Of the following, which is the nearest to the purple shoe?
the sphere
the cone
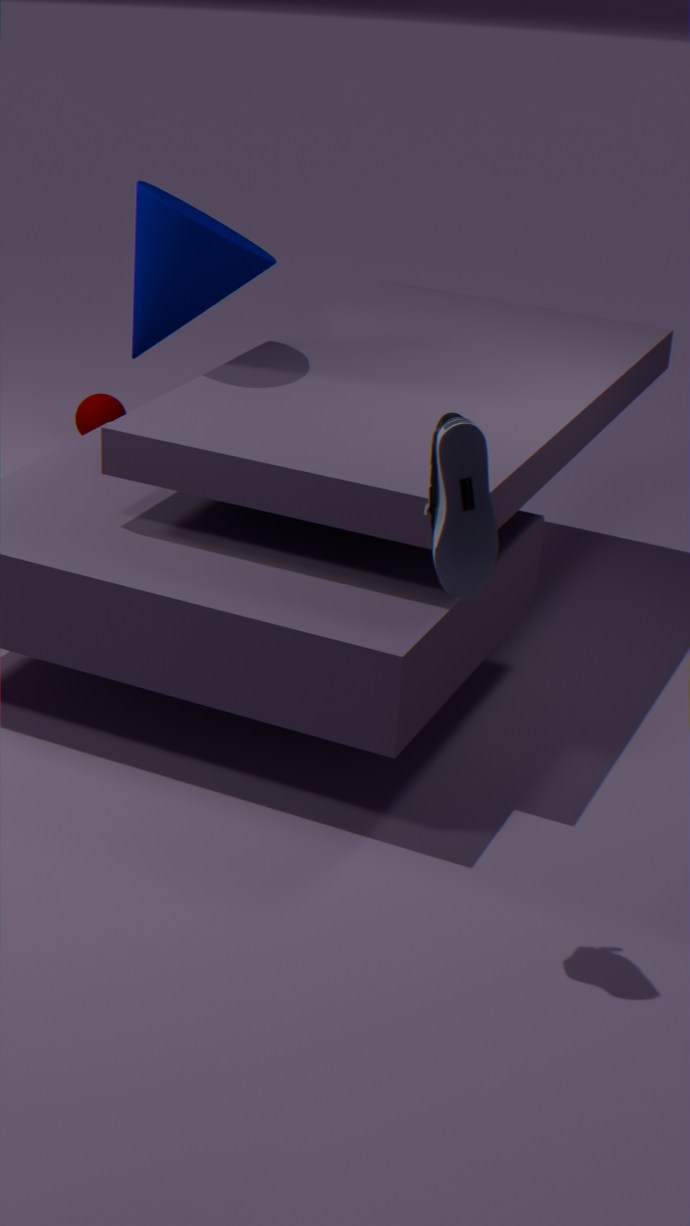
the cone
